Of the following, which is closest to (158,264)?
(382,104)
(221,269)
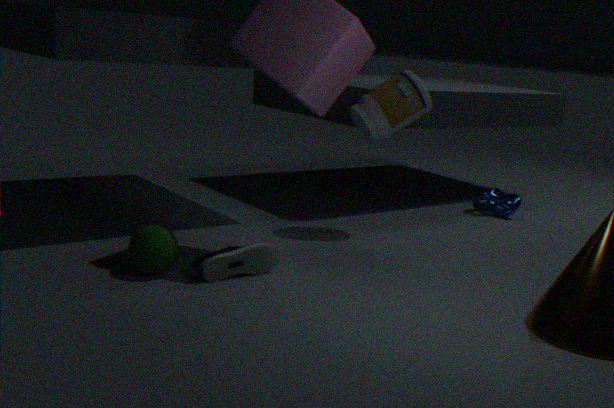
(221,269)
